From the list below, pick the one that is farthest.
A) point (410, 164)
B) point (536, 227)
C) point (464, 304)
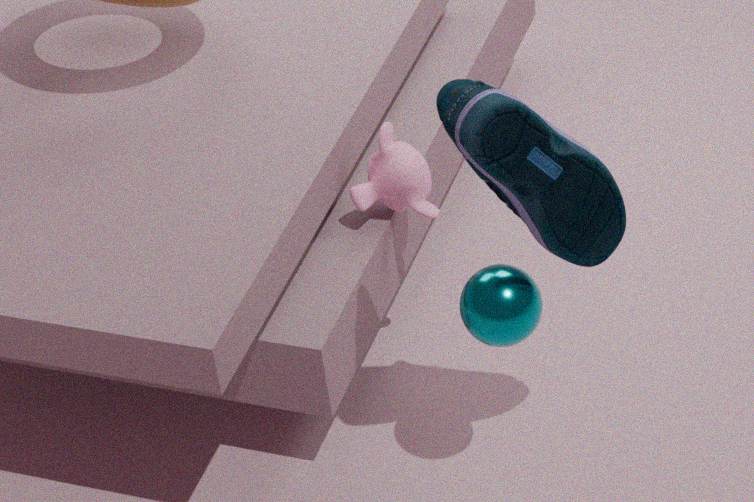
point (410, 164)
